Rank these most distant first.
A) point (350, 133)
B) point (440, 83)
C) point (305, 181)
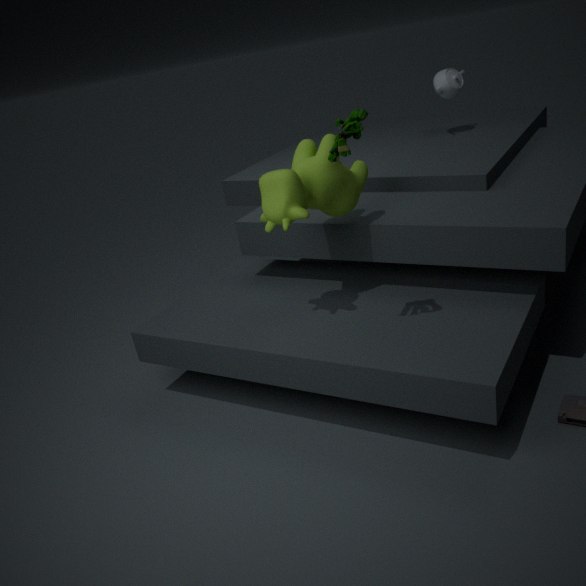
point (440, 83) < point (305, 181) < point (350, 133)
